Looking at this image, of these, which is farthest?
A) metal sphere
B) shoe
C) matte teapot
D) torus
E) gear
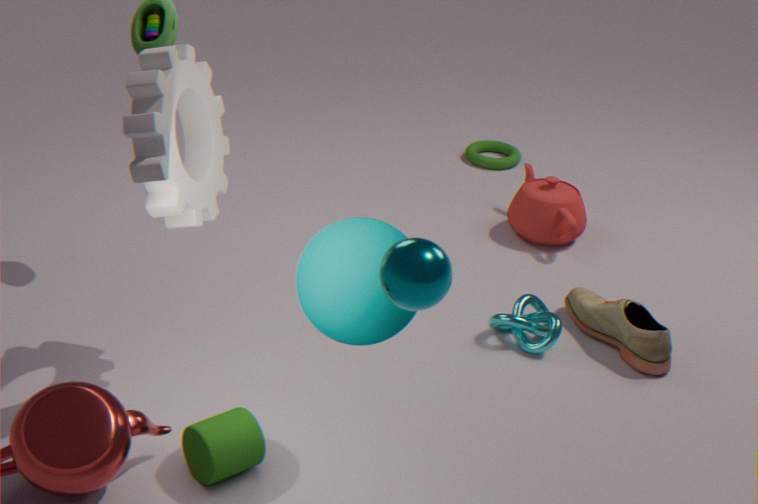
torus
